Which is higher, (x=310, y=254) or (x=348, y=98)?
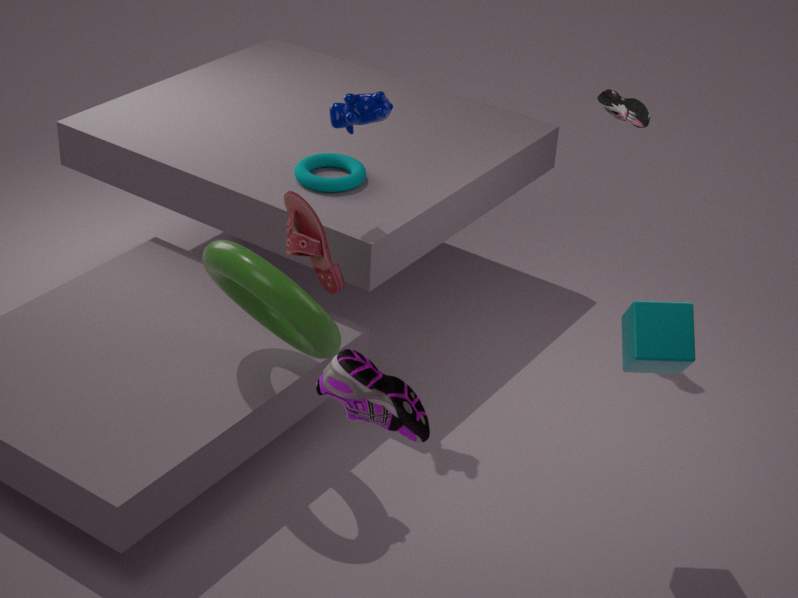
(x=348, y=98)
